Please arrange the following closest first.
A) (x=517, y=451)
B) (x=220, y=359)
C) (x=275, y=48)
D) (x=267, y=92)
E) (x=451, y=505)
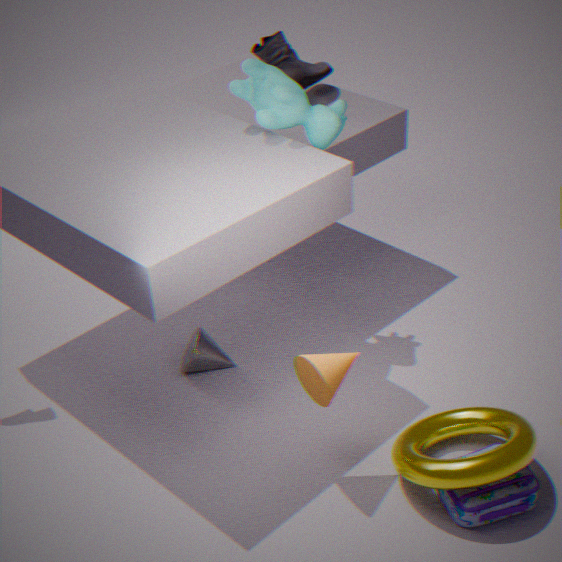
(x=517, y=451), (x=451, y=505), (x=267, y=92), (x=220, y=359), (x=275, y=48)
